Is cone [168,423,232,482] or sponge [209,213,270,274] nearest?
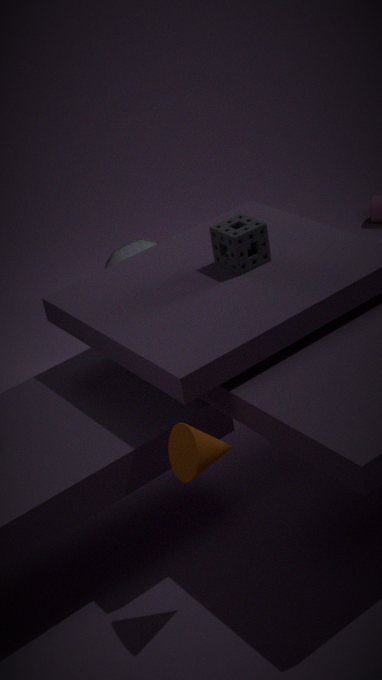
cone [168,423,232,482]
